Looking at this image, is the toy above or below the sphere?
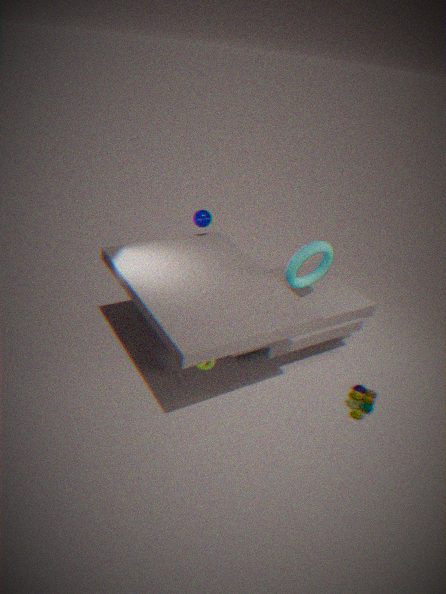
below
